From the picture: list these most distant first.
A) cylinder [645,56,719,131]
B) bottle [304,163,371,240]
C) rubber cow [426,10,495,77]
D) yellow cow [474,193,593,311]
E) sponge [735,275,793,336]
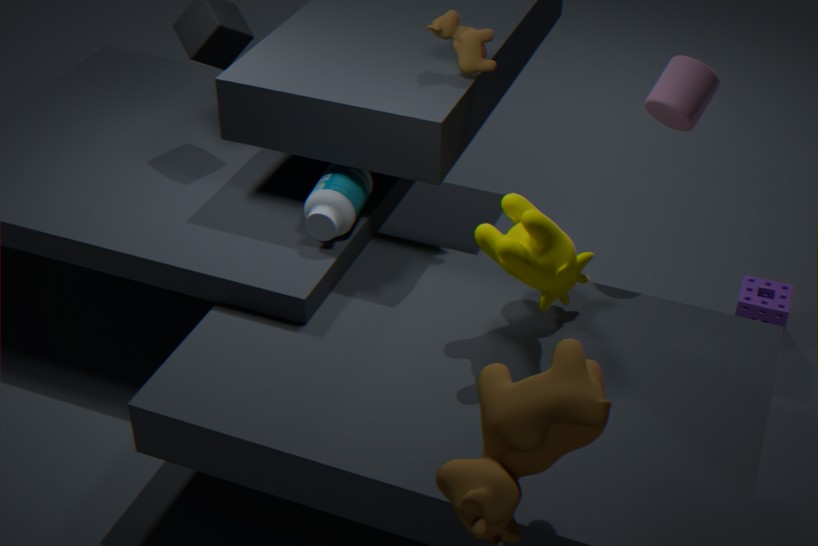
sponge [735,275,793,336] → rubber cow [426,10,495,77] → bottle [304,163,371,240] → cylinder [645,56,719,131] → yellow cow [474,193,593,311]
